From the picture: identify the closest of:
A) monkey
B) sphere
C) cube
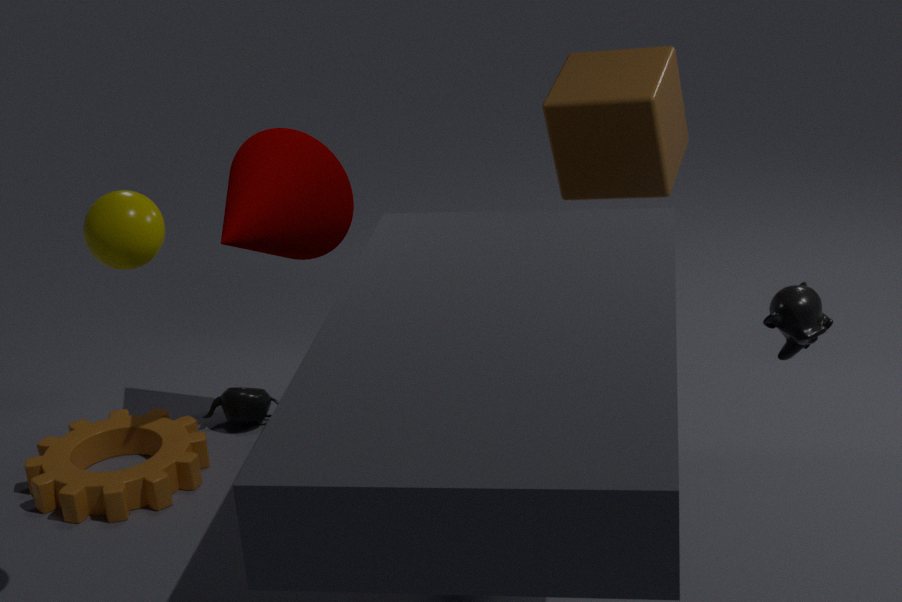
sphere
